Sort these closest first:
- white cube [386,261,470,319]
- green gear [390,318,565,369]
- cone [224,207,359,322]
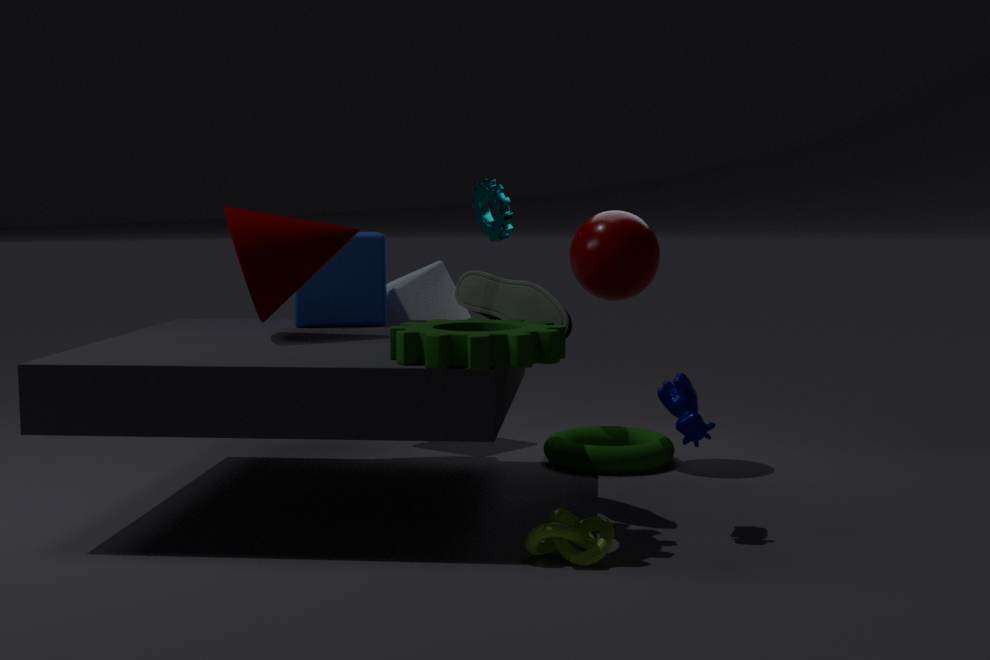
green gear [390,318,565,369] → cone [224,207,359,322] → white cube [386,261,470,319]
